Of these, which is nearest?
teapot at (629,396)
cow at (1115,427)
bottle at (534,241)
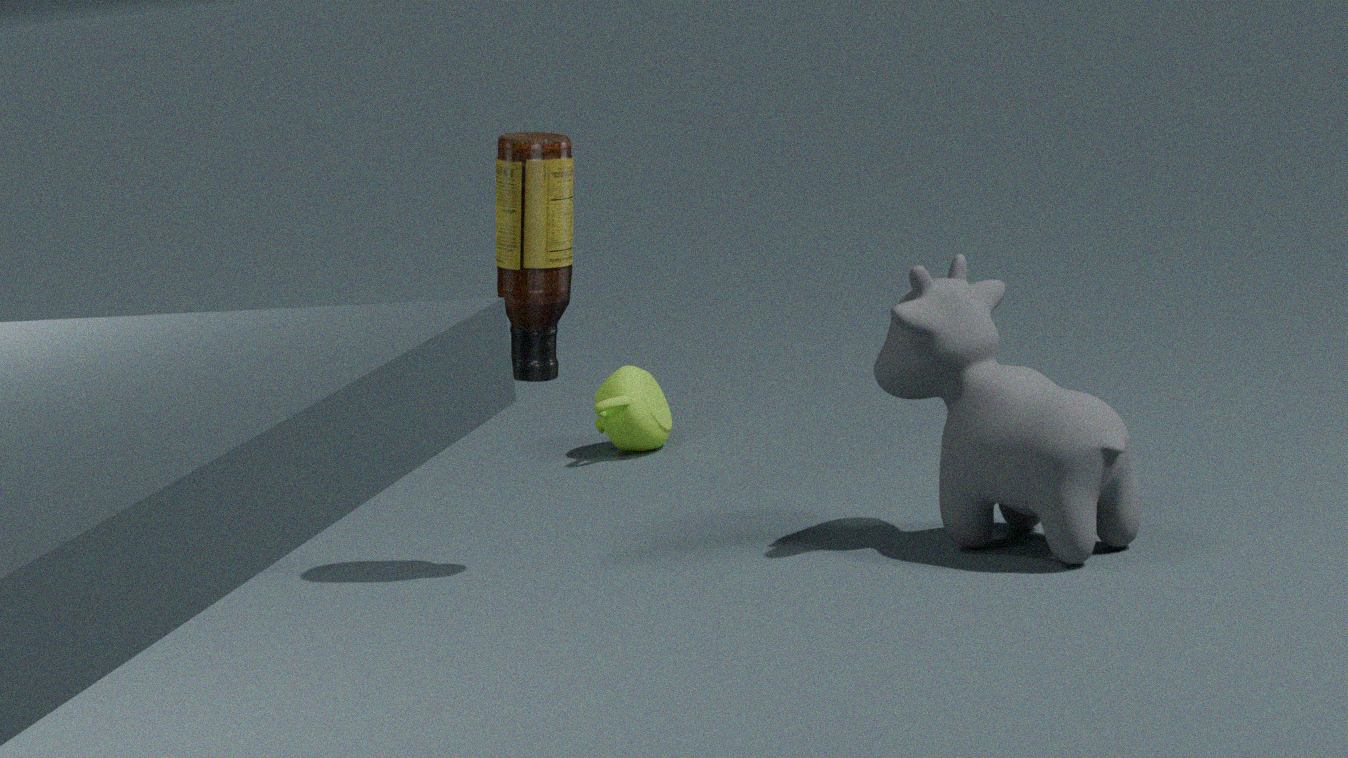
cow at (1115,427)
